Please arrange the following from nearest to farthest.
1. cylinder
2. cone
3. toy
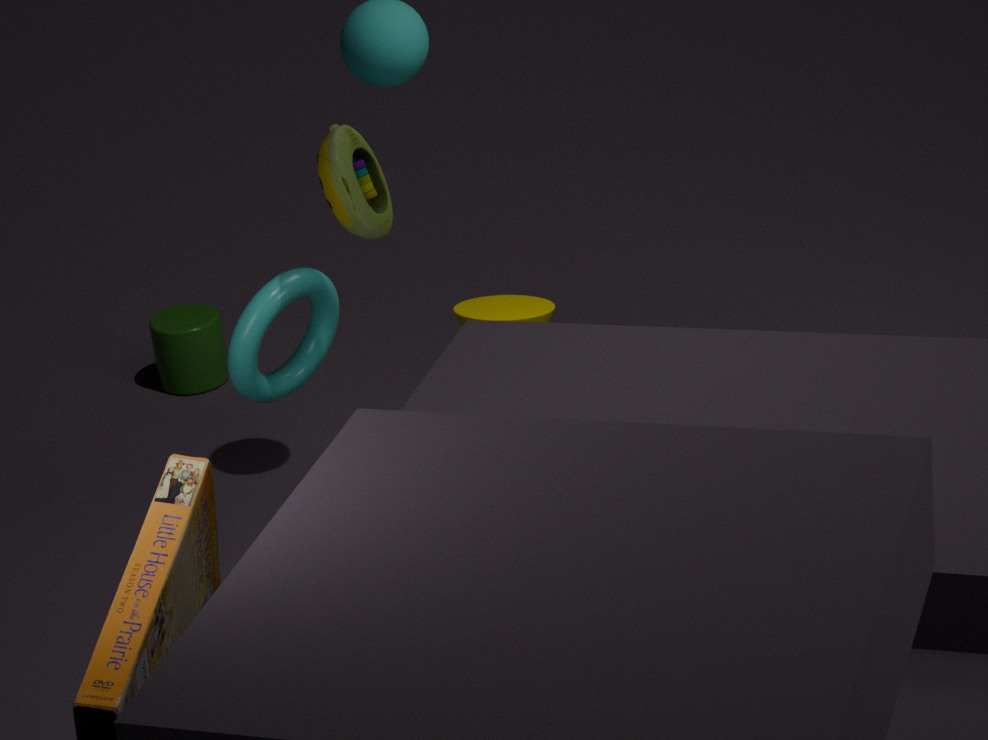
toy < cone < cylinder
